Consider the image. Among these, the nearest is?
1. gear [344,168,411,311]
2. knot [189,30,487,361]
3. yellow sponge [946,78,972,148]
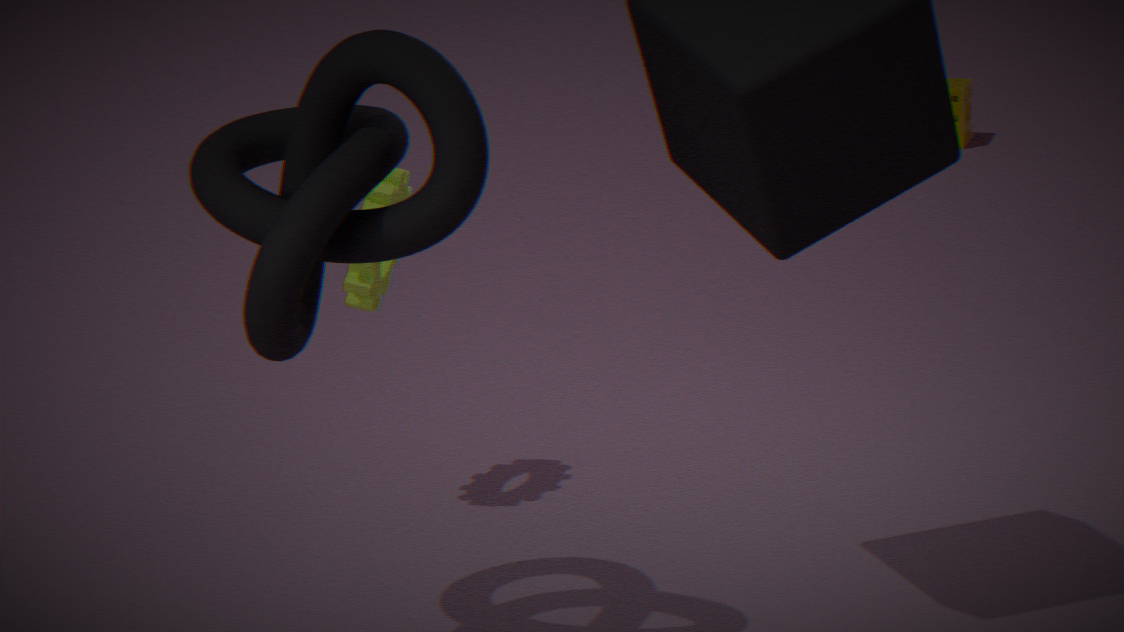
knot [189,30,487,361]
